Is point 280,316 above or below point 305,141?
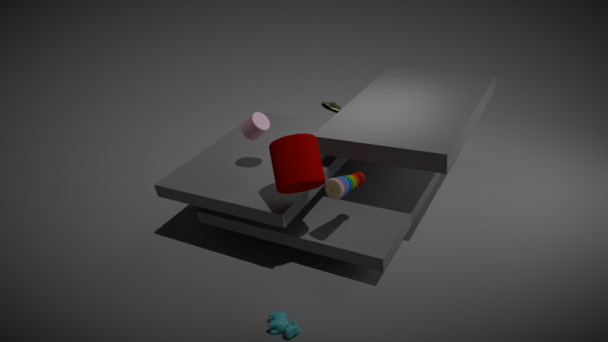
below
